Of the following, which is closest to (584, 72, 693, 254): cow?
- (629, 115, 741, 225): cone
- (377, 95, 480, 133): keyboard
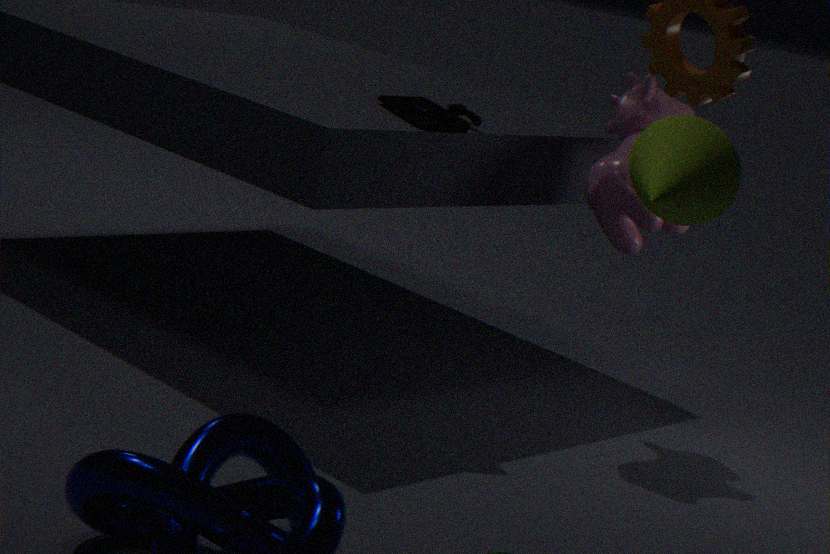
(377, 95, 480, 133): keyboard
